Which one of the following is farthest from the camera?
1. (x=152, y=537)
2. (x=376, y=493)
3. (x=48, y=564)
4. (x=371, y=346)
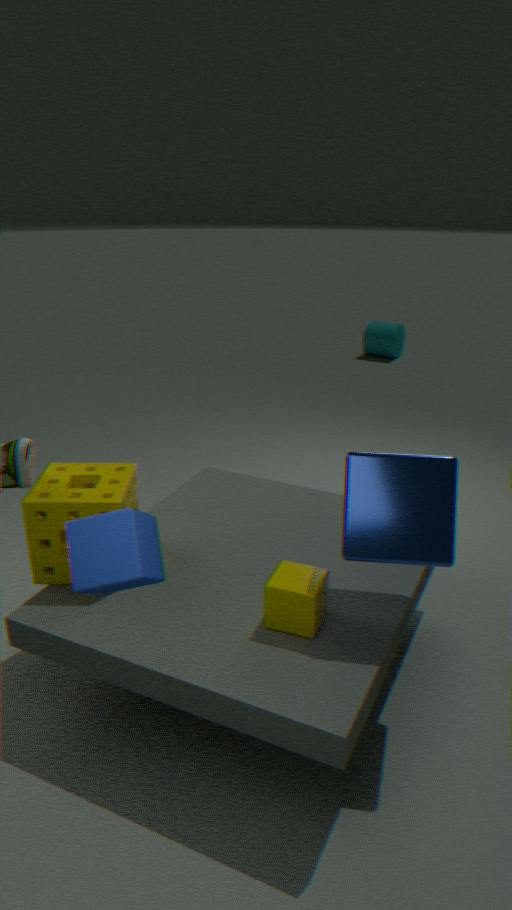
(x=371, y=346)
